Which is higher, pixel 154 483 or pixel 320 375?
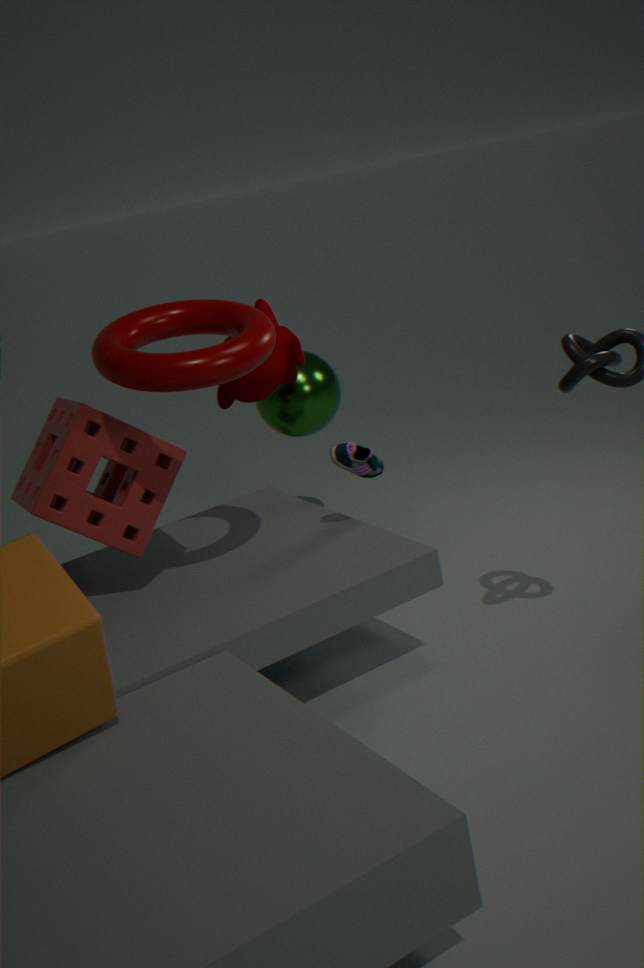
pixel 154 483
